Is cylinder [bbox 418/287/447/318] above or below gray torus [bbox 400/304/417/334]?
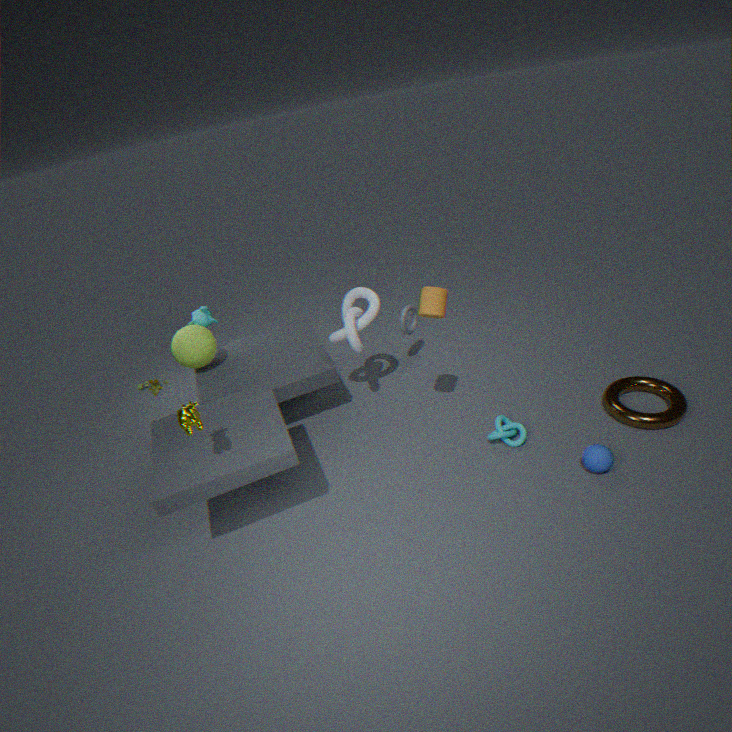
above
